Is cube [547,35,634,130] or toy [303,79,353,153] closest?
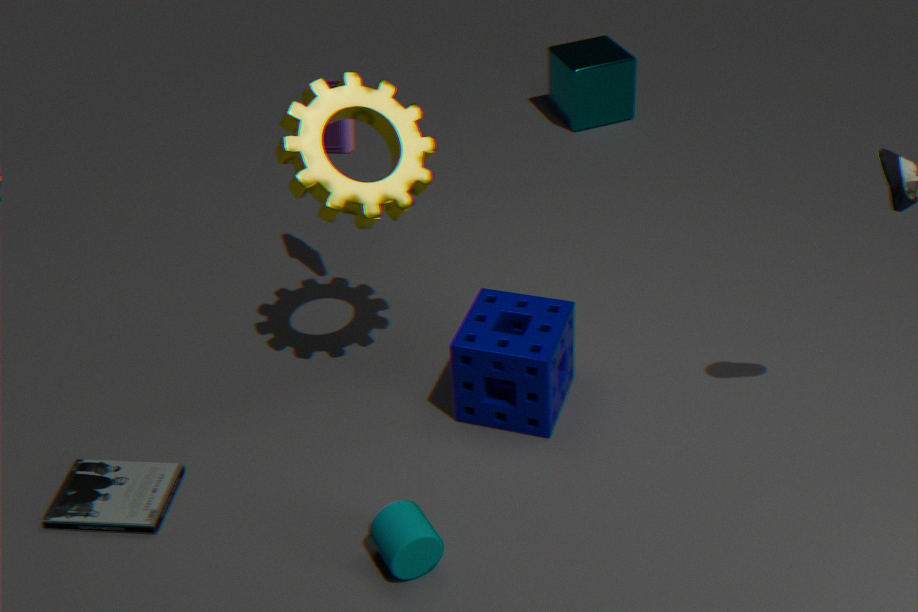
toy [303,79,353,153]
